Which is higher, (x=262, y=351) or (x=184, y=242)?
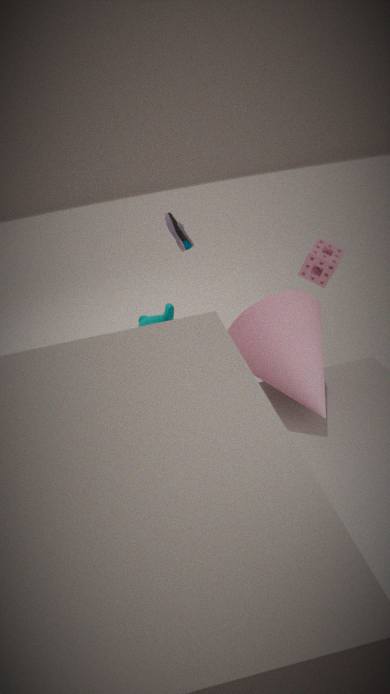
(x=184, y=242)
